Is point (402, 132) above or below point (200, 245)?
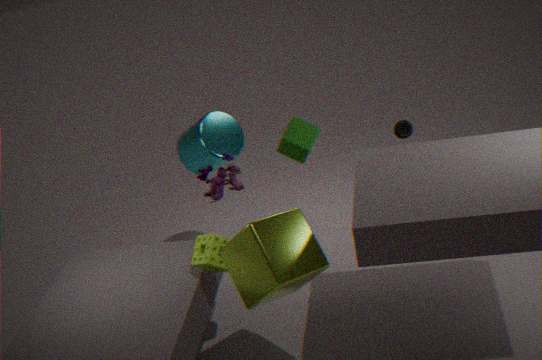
above
